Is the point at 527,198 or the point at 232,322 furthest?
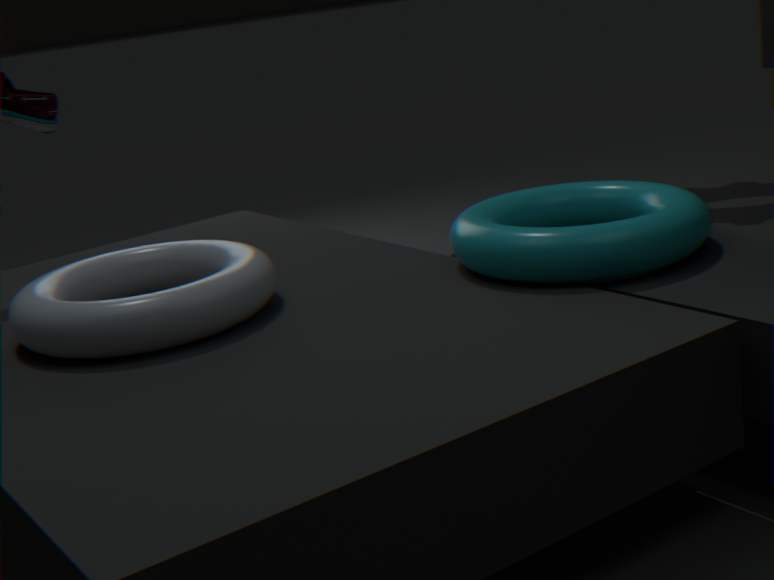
the point at 527,198
